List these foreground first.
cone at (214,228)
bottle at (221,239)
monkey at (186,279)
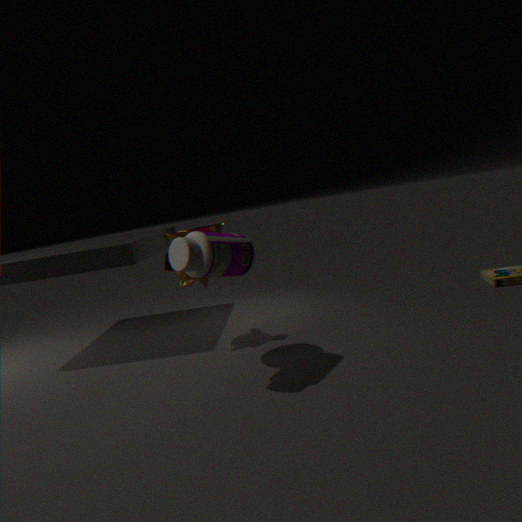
bottle at (221,239) → cone at (214,228) → monkey at (186,279)
